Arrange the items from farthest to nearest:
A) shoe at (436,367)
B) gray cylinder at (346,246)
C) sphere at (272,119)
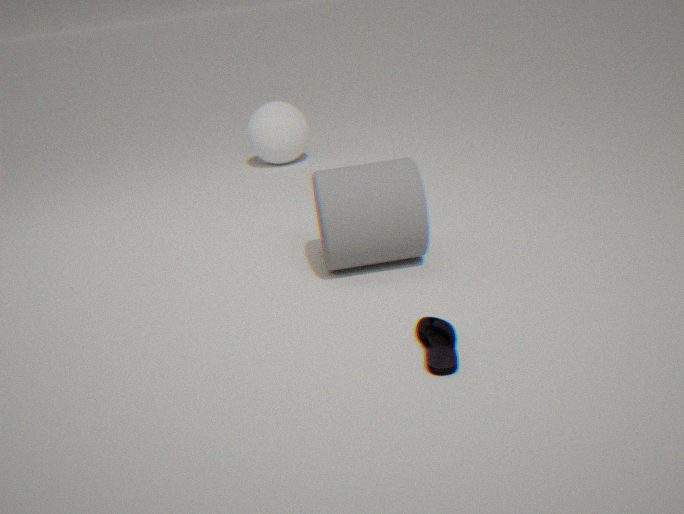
sphere at (272,119) → gray cylinder at (346,246) → shoe at (436,367)
